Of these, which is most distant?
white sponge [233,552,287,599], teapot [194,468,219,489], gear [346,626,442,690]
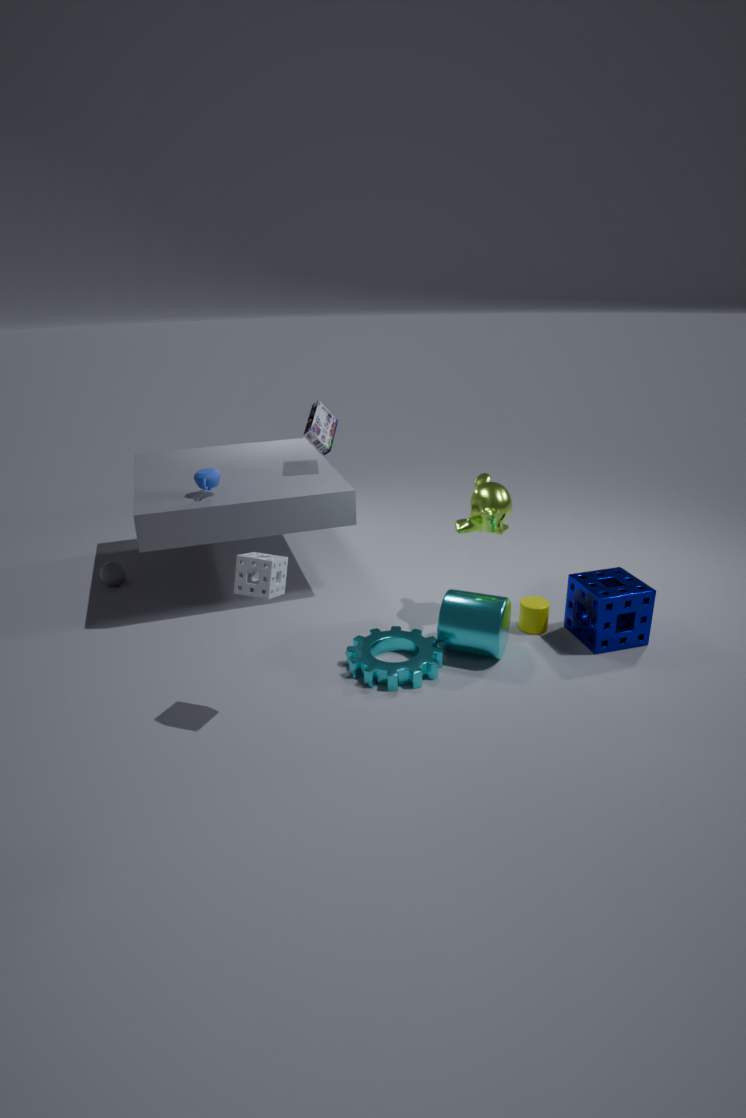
teapot [194,468,219,489]
